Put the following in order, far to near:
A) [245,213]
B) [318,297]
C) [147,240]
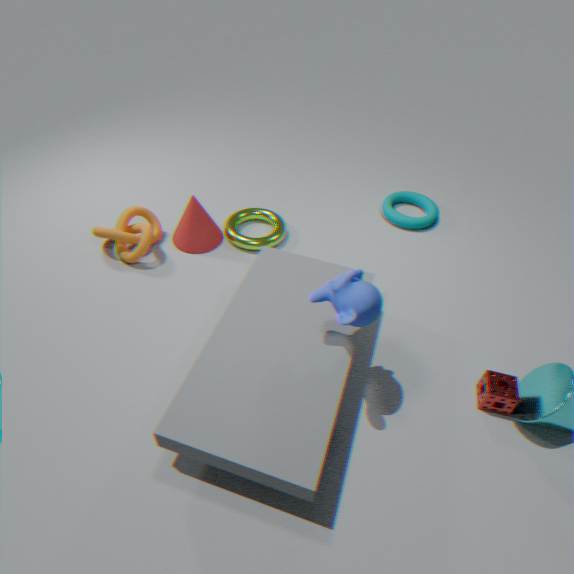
[245,213] → [147,240] → [318,297]
